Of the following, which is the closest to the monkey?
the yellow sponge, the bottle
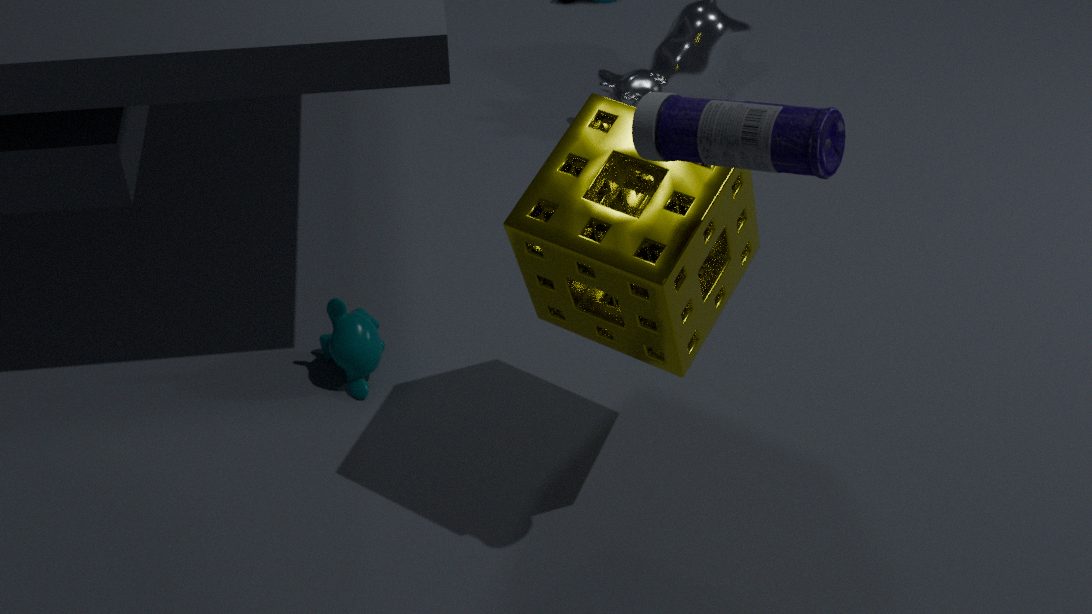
the yellow sponge
